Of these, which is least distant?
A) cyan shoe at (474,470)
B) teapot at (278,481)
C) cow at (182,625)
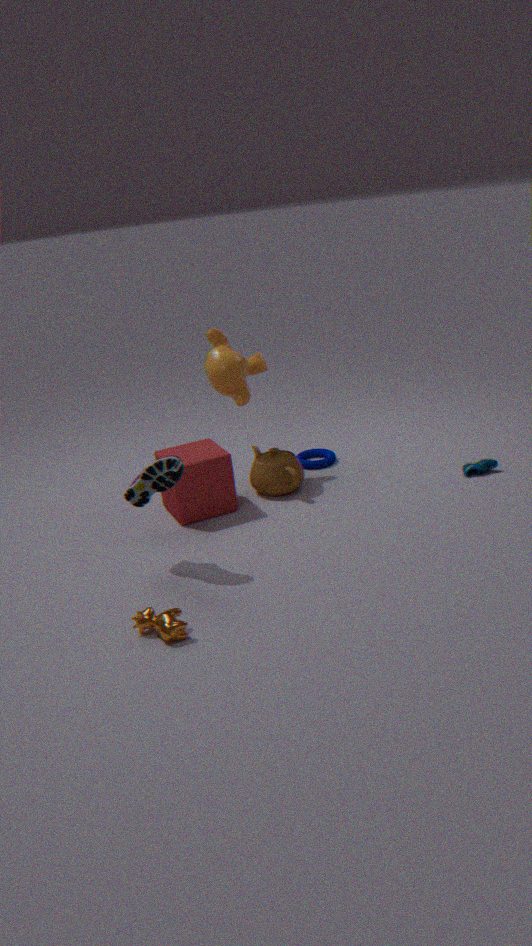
cow at (182,625)
